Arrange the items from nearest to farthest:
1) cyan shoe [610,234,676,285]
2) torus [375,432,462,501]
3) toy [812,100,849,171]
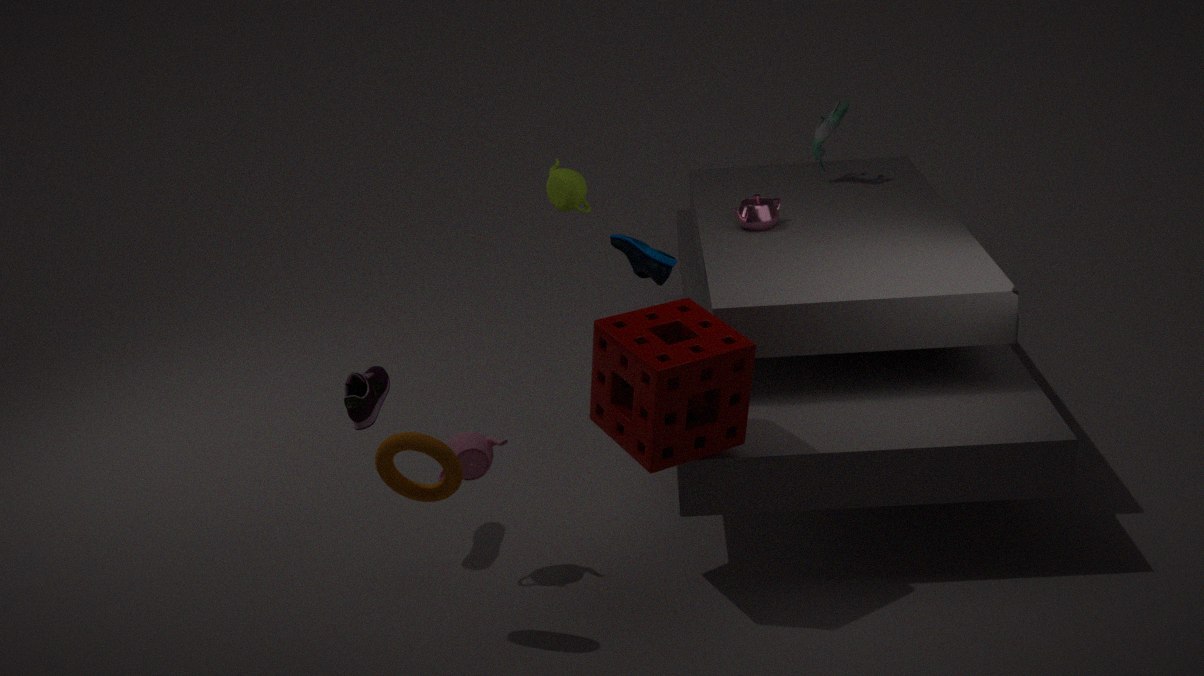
2. torus [375,432,462,501] < 1. cyan shoe [610,234,676,285] < 3. toy [812,100,849,171]
